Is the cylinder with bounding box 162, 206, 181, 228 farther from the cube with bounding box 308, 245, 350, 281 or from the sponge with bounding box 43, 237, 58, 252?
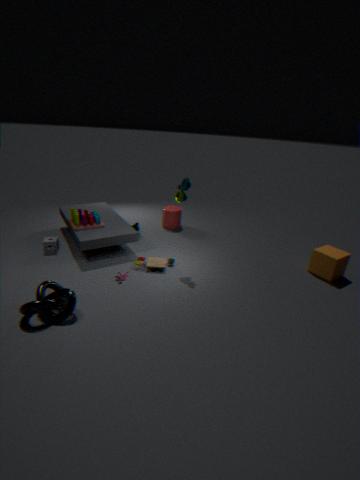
the cube with bounding box 308, 245, 350, 281
